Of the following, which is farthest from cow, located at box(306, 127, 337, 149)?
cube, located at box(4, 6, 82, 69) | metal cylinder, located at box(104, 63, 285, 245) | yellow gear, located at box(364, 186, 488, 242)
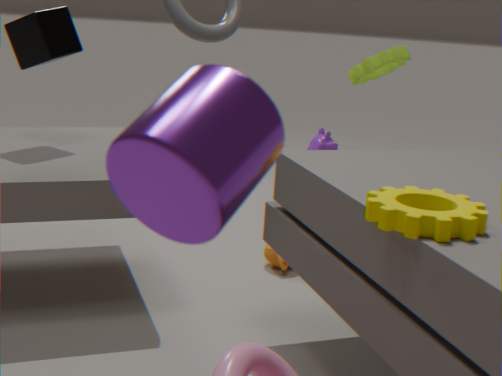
metal cylinder, located at box(104, 63, 285, 245)
